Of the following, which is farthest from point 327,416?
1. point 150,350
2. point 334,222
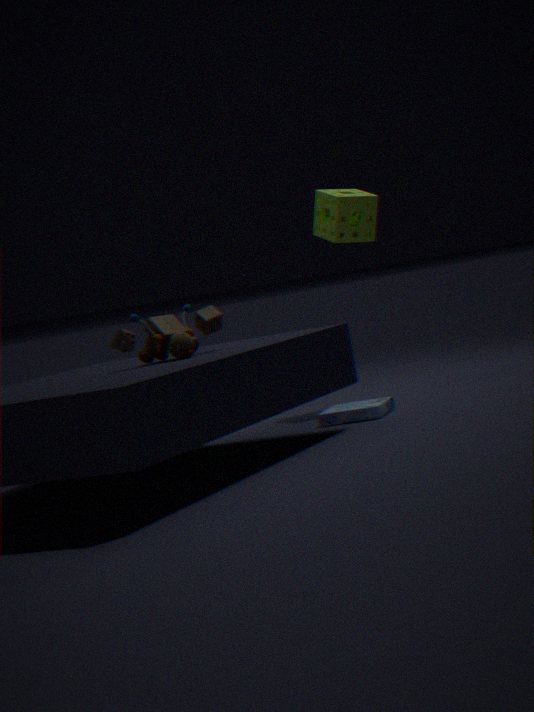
point 334,222
